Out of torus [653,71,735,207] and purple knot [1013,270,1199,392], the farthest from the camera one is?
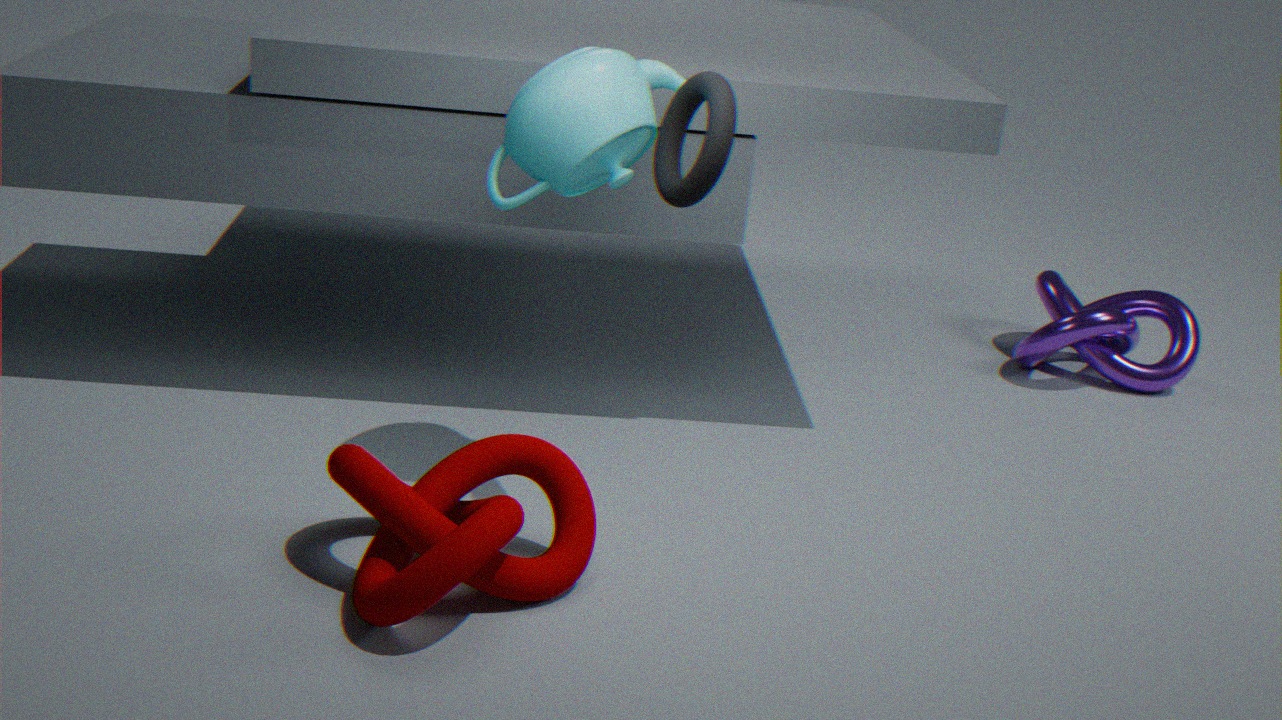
purple knot [1013,270,1199,392]
